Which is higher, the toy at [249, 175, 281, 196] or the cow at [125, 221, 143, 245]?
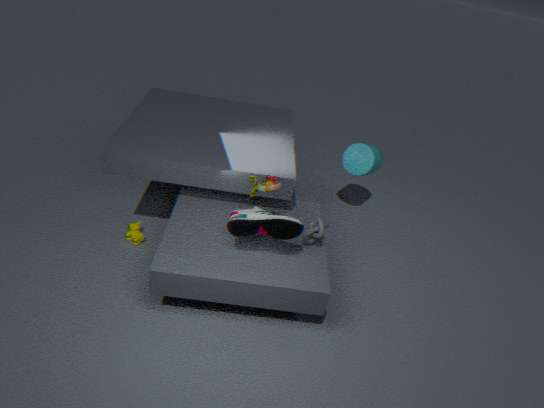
the toy at [249, 175, 281, 196]
